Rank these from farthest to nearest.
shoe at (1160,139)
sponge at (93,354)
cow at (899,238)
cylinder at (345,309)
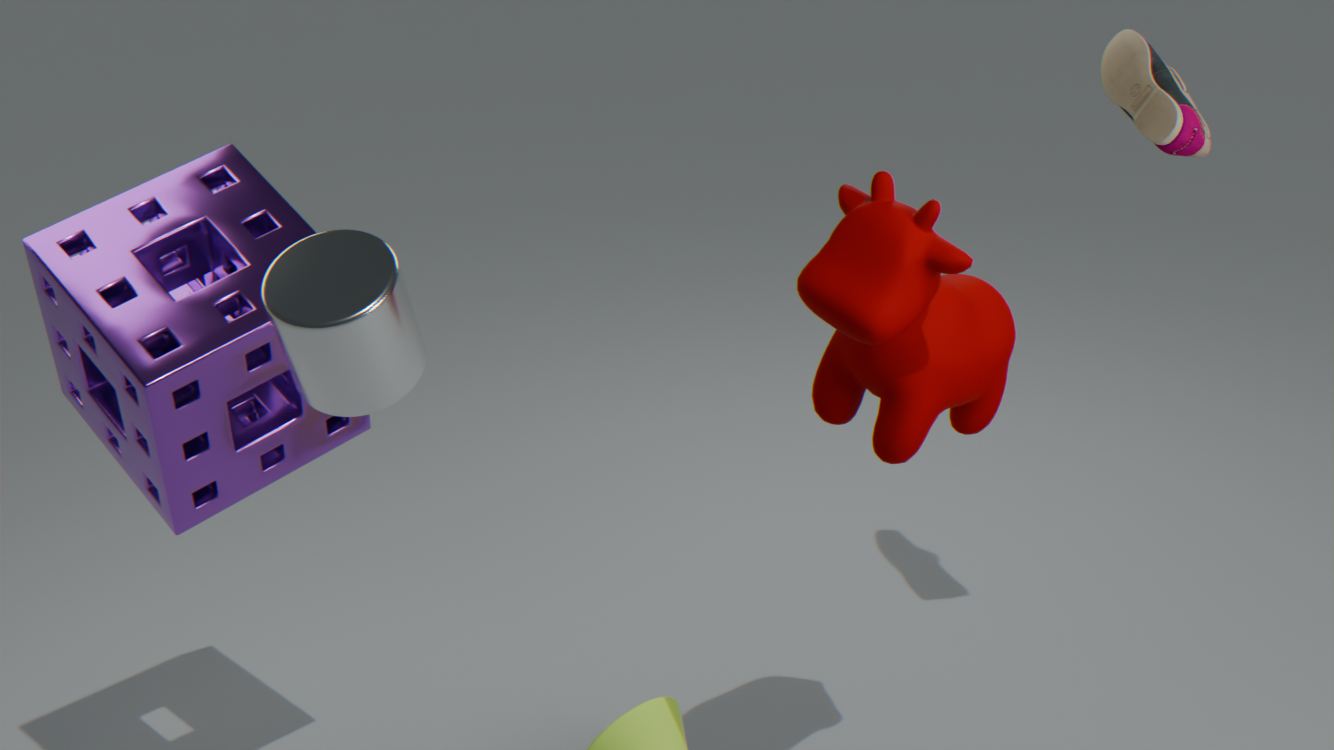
shoe at (1160,139) → sponge at (93,354) → cow at (899,238) → cylinder at (345,309)
